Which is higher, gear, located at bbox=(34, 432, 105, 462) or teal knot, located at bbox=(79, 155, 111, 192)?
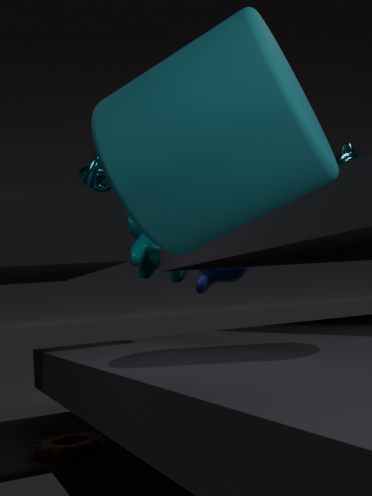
teal knot, located at bbox=(79, 155, 111, 192)
